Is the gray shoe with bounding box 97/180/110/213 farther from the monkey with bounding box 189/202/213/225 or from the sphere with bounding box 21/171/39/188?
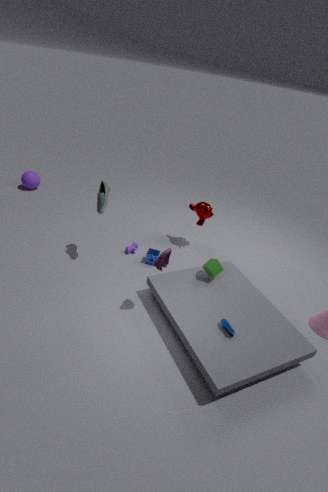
the sphere with bounding box 21/171/39/188
